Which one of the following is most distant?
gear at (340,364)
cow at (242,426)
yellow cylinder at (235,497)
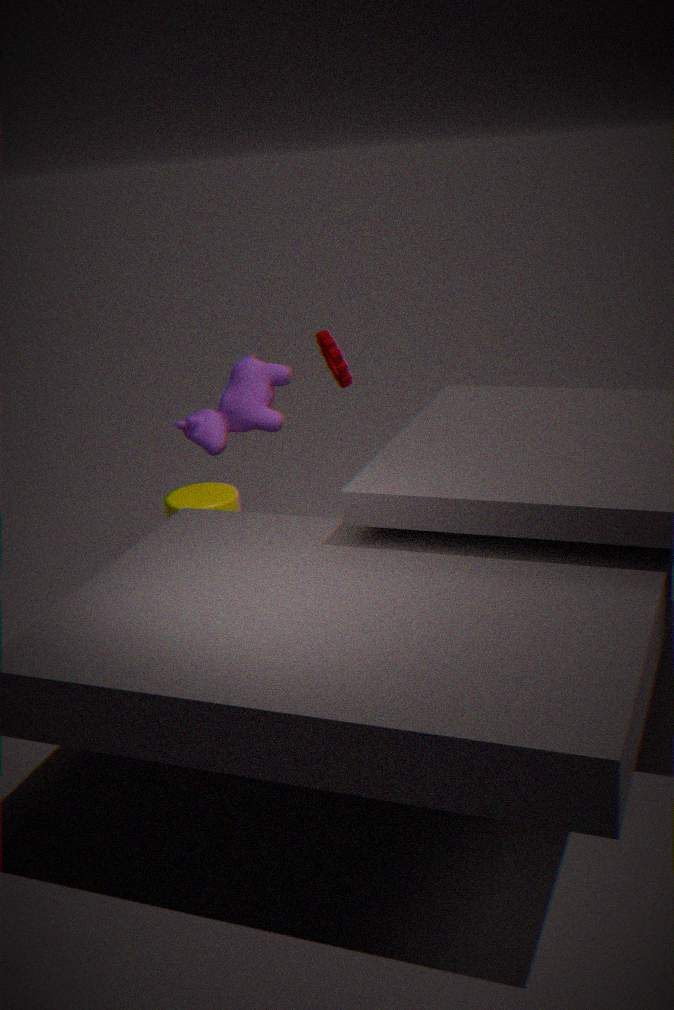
yellow cylinder at (235,497)
